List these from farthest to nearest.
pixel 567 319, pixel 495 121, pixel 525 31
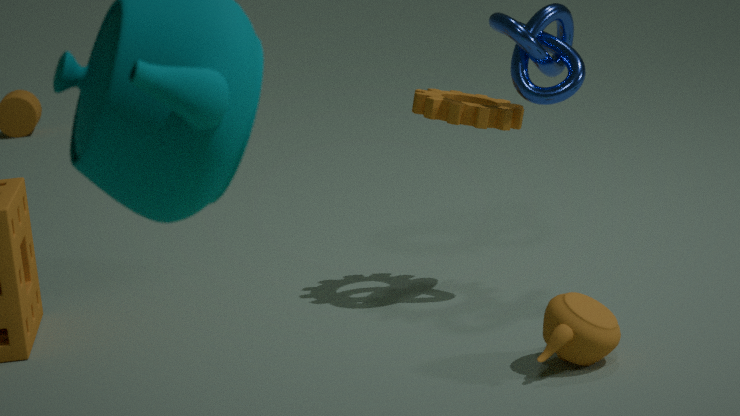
pixel 495 121, pixel 525 31, pixel 567 319
